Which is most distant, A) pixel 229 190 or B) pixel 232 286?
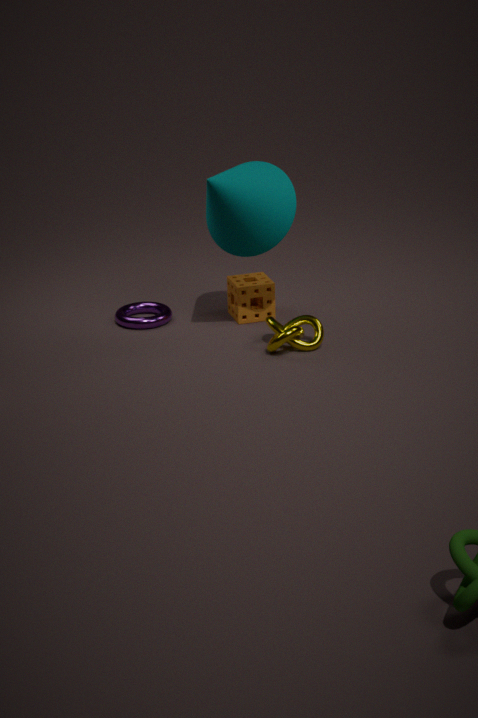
B. pixel 232 286
